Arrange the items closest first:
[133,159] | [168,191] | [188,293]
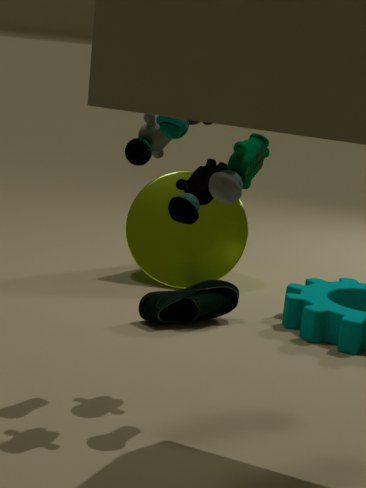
1. [133,159]
2. [188,293]
3. [168,191]
